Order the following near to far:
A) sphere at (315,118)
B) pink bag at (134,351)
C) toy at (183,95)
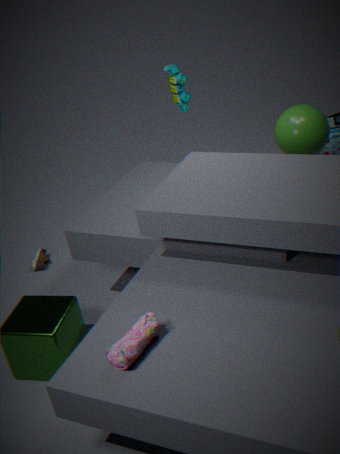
pink bag at (134,351), sphere at (315,118), toy at (183,95)
